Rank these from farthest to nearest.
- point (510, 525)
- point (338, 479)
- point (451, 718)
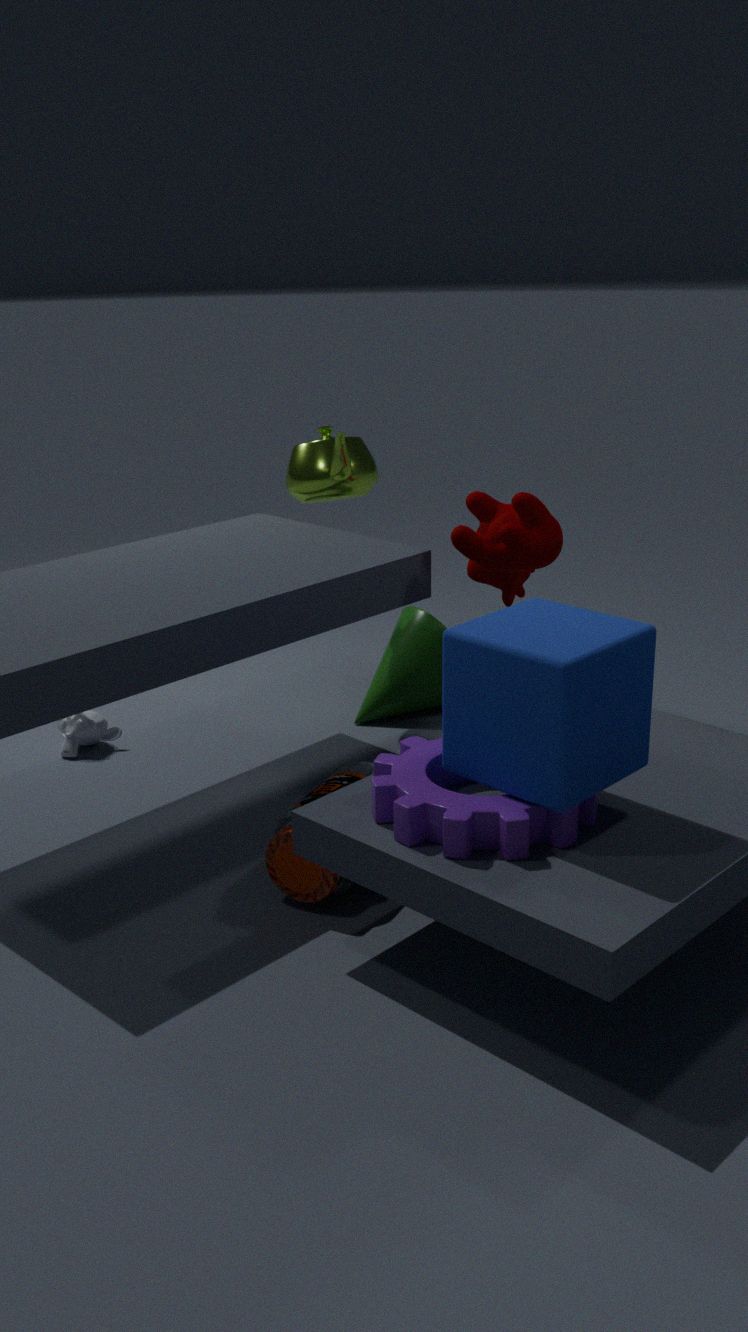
point (338, 479) < point (510, 525) < point (451, 718)
